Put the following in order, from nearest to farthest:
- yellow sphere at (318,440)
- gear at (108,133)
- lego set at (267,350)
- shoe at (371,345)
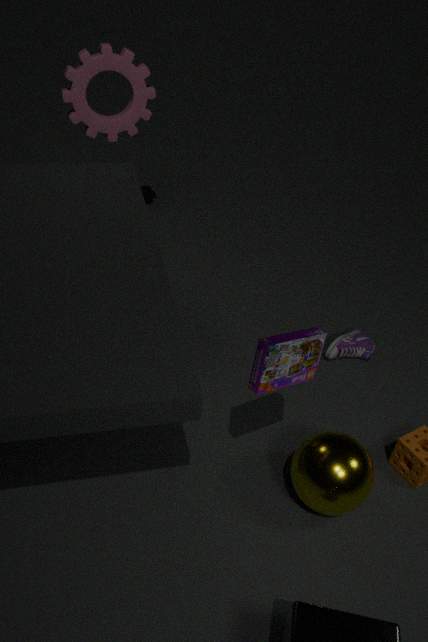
lego set at (267,350)
yellow sphere at (318,440)
shoe at (371,345)
gear at (108,133)
